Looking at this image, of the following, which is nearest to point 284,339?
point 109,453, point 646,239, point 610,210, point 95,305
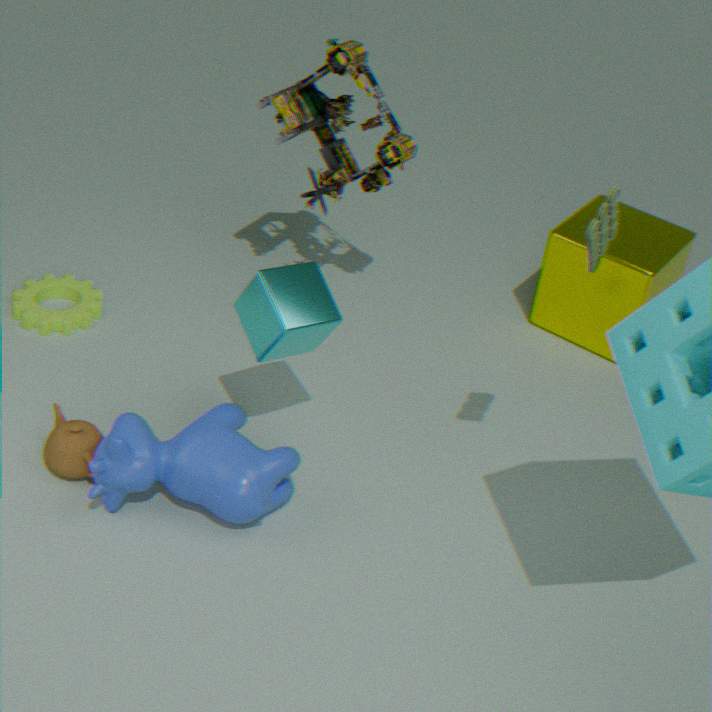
point 109,453
